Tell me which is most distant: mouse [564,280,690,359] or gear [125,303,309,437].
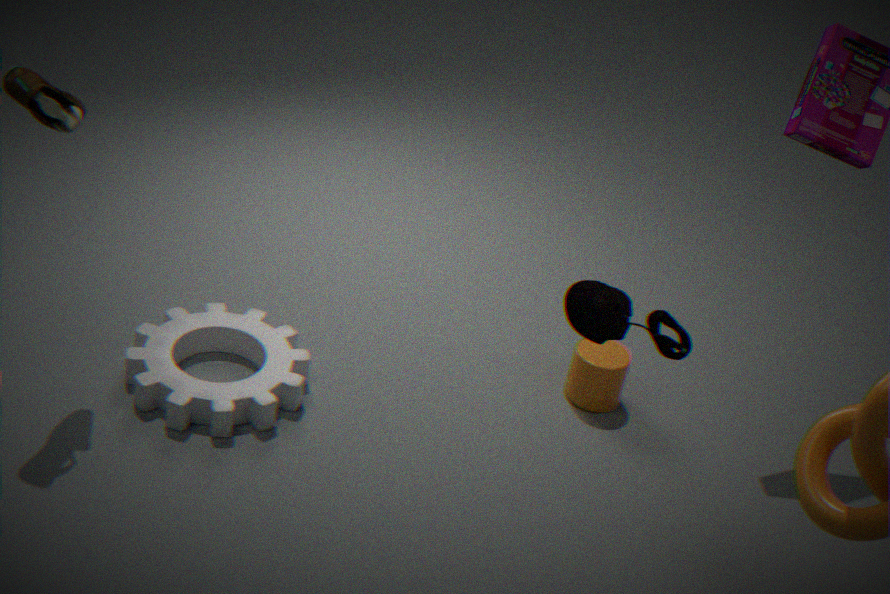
gear [125,303,309,437]
